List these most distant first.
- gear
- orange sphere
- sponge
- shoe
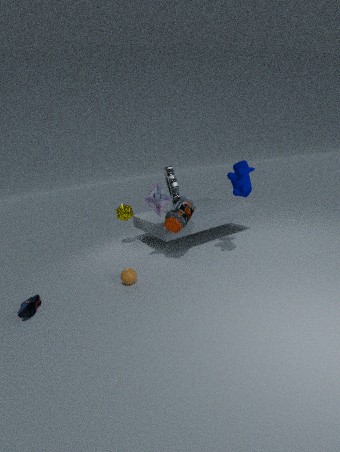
1. sponge
2. gear
3. orange sphere
4. shoe
